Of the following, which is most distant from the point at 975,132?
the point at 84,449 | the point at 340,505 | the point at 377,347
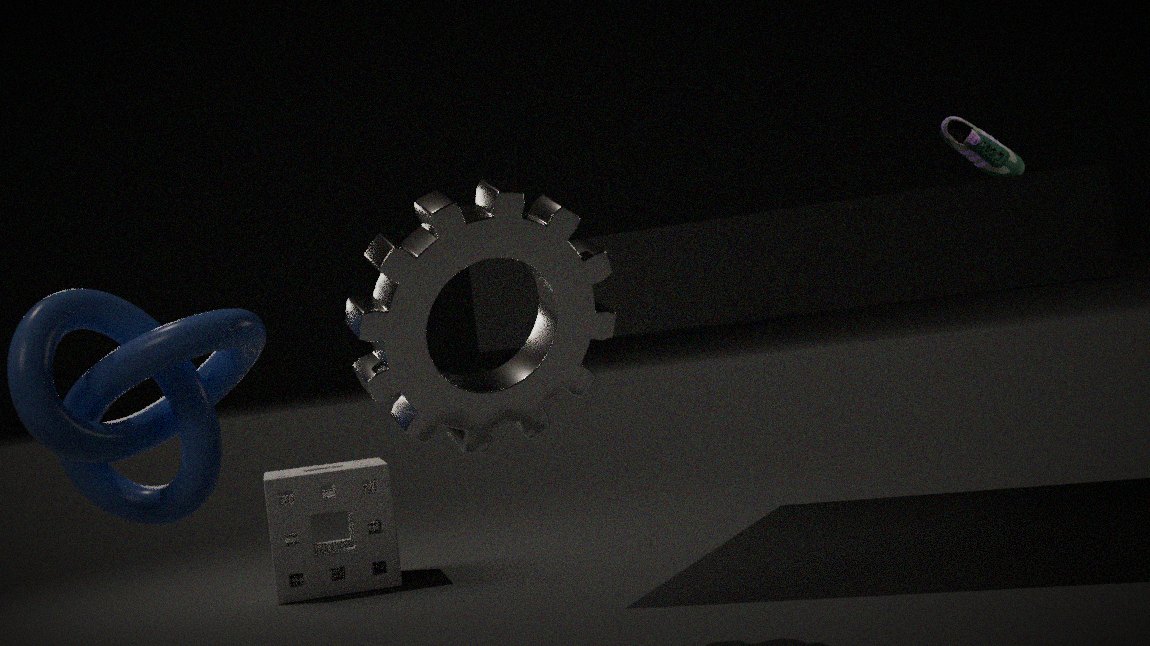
the point at 84,449
